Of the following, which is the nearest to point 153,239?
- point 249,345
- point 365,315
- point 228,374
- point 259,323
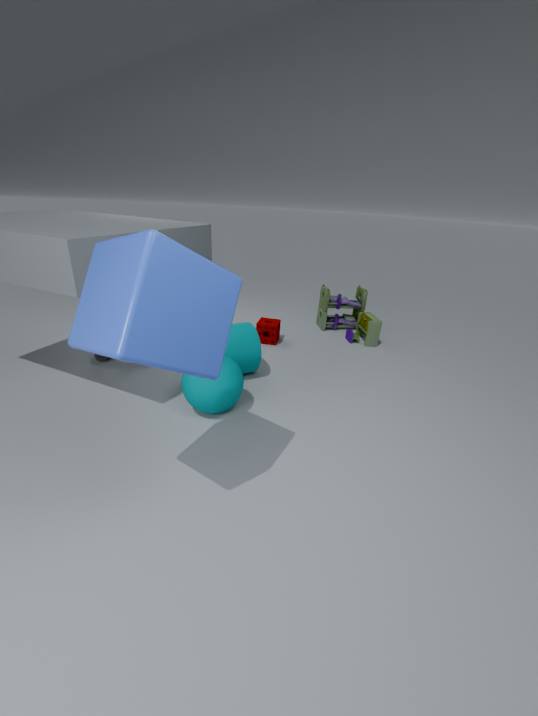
point 228,374
